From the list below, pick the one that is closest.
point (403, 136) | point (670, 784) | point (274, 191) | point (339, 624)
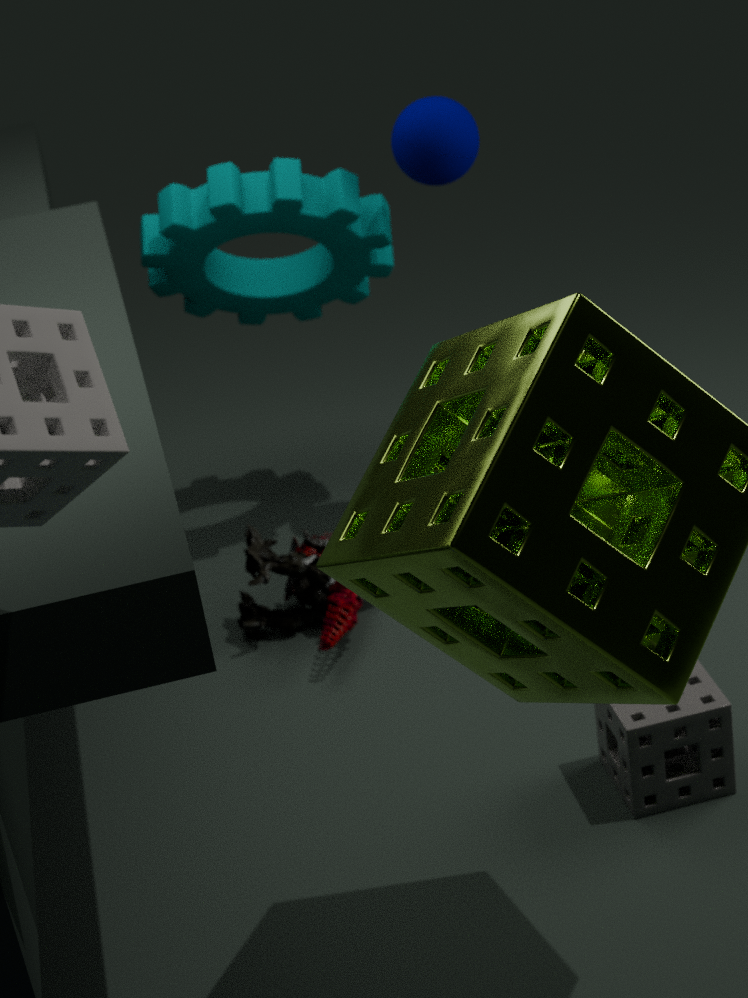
point (670, 784)
